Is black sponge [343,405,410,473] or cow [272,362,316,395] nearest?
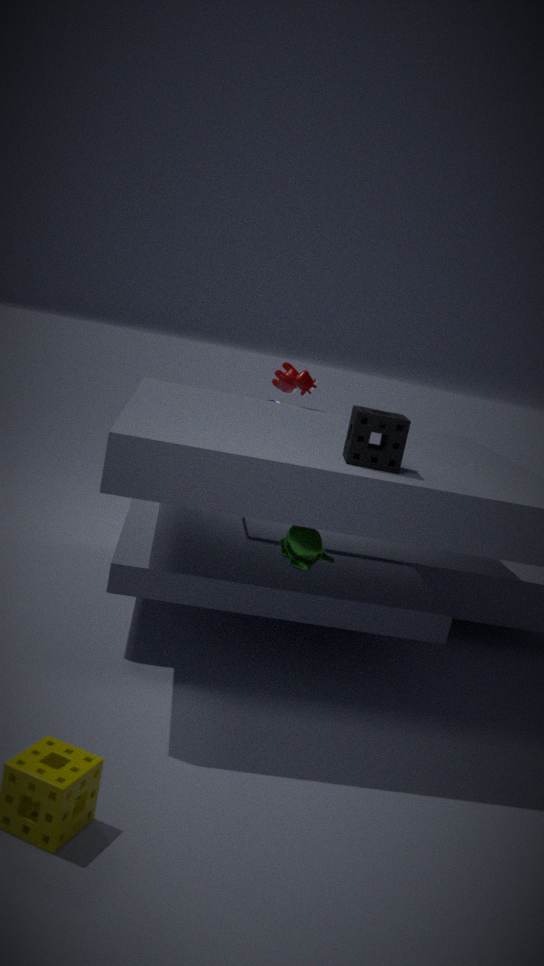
black sponge [343,405,410,473]
